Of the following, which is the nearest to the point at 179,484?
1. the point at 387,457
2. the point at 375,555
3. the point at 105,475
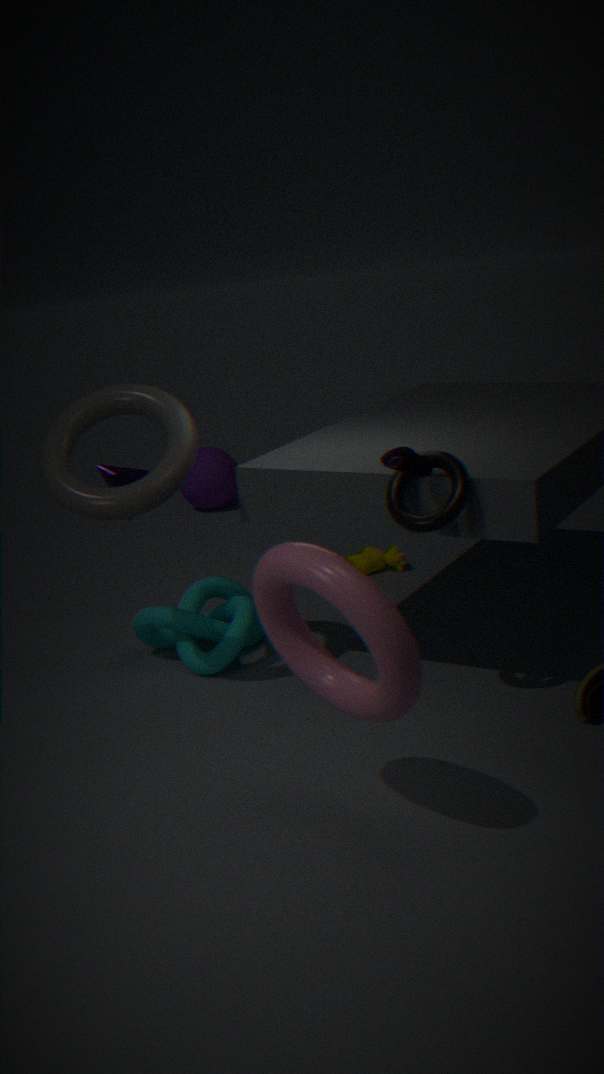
the point at 105,475
